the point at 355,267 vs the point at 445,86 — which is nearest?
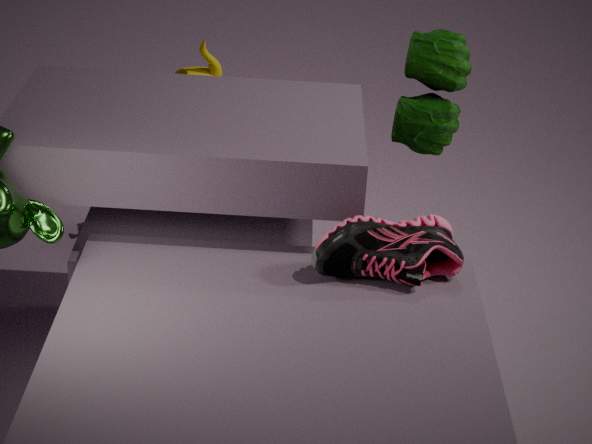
the point at 355,267
